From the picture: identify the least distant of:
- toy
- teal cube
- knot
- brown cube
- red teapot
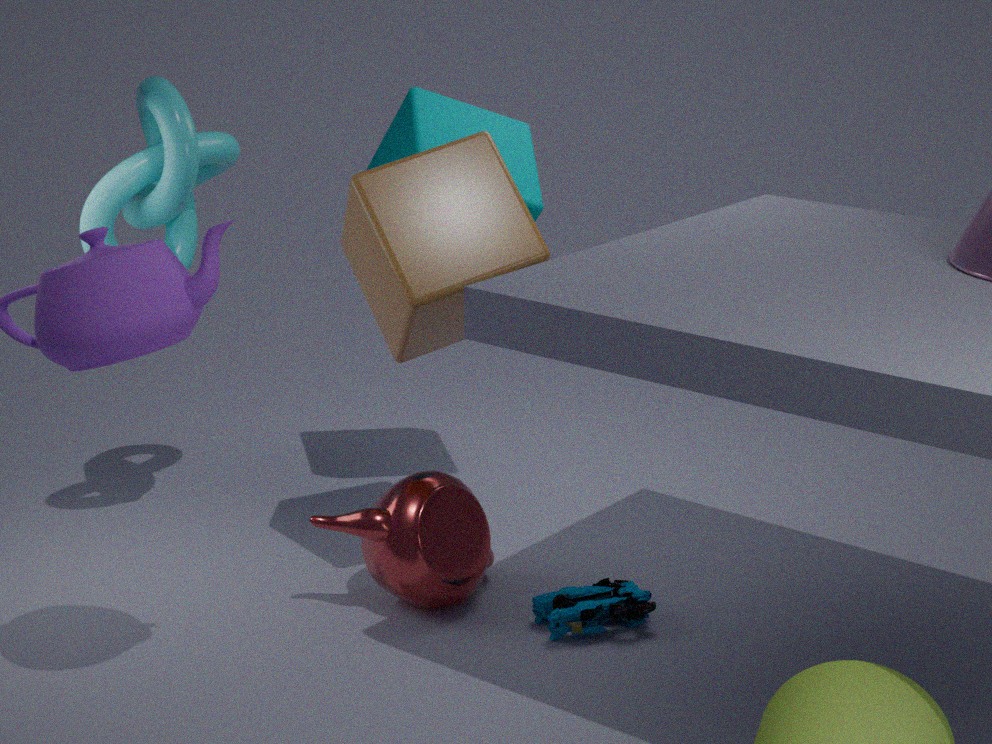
brown cube
